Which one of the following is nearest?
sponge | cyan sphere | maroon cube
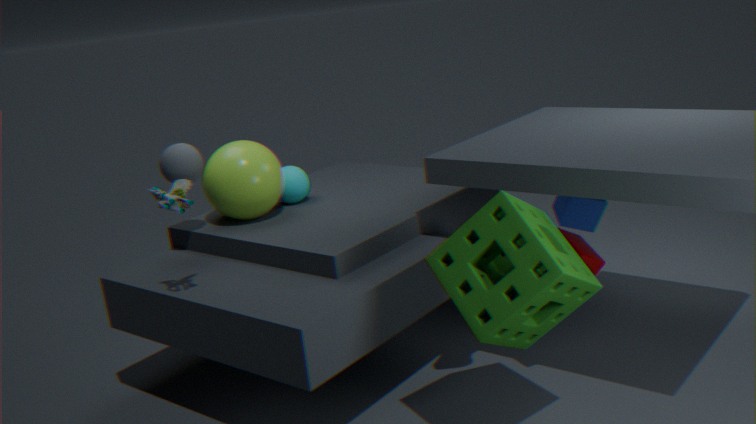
sponge
